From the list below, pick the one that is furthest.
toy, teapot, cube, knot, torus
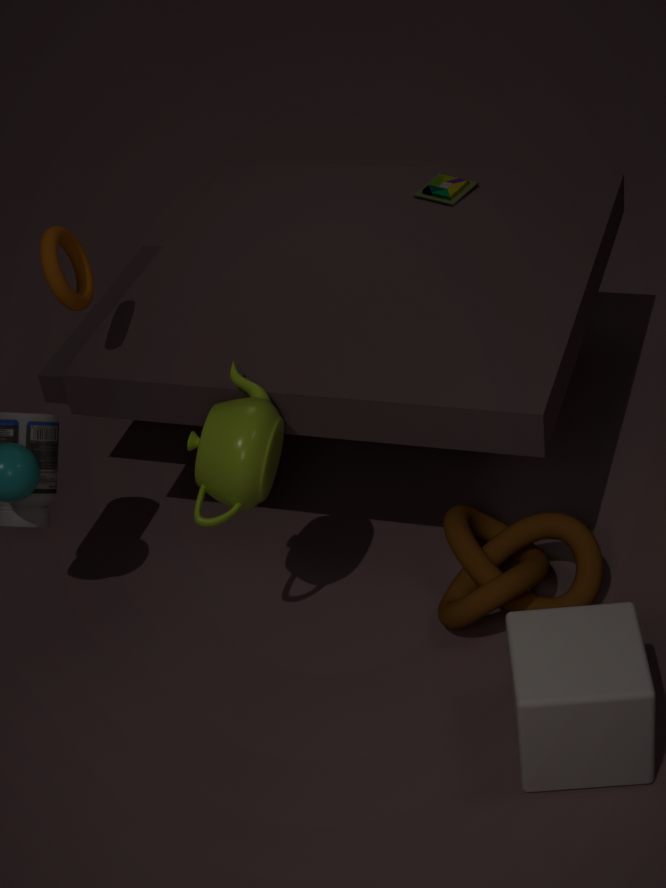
toy
